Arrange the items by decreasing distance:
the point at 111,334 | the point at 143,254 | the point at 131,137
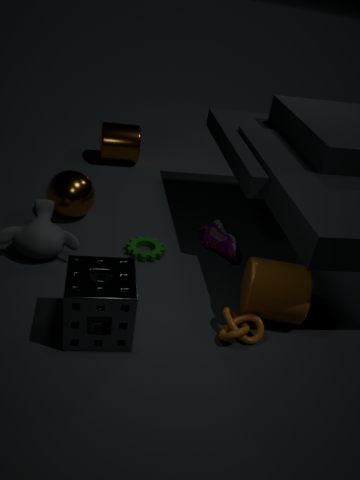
the point at 131,137 → the point at 143,254 → the point at 111,334
